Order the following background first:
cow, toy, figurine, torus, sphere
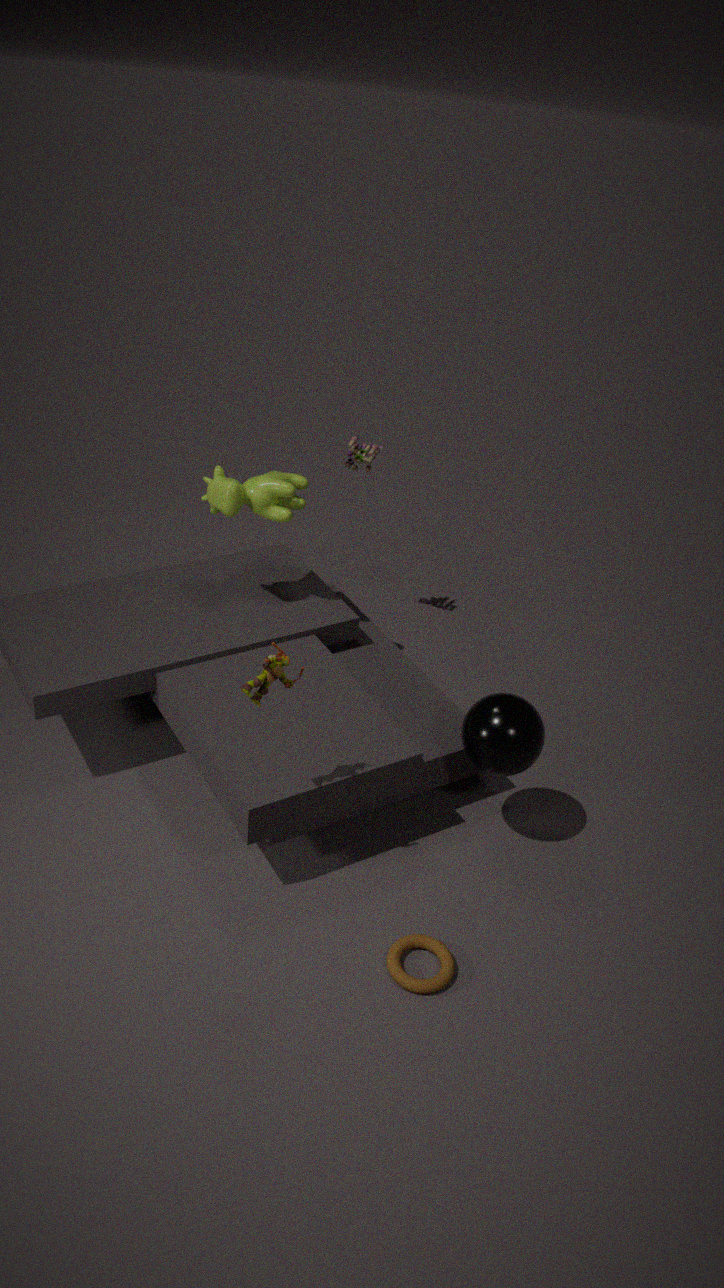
toy → cow → sphere → torus → figurine
